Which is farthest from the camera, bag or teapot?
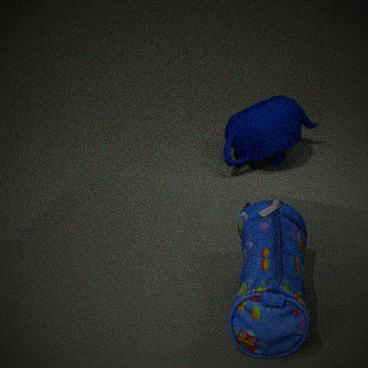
teapot
